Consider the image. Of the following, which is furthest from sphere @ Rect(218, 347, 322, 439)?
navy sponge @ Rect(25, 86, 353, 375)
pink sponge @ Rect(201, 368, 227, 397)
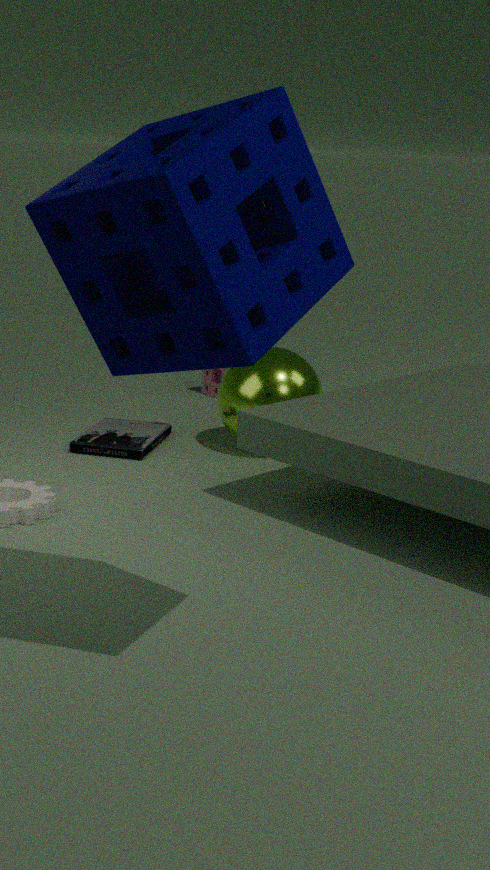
navy sponge @ Rect(25, 86, 353, 375)
